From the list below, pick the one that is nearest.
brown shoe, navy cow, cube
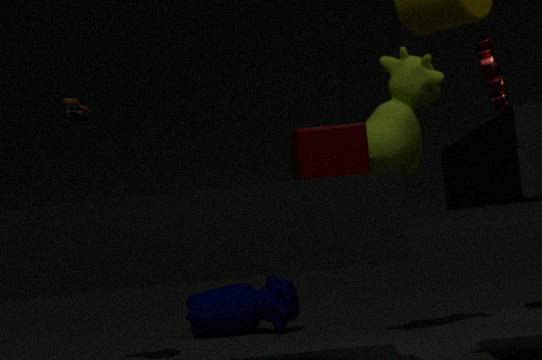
cube
